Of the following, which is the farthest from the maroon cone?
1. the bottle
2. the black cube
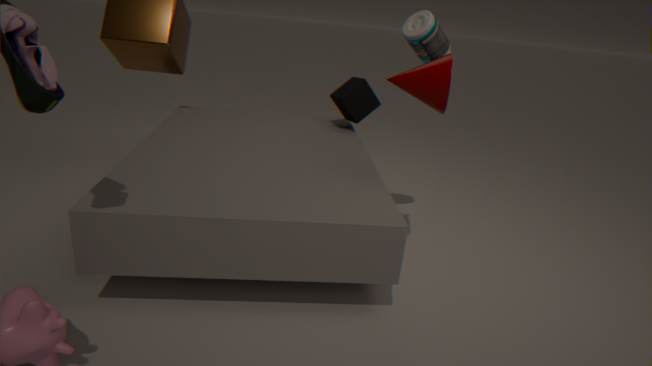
the black cube
